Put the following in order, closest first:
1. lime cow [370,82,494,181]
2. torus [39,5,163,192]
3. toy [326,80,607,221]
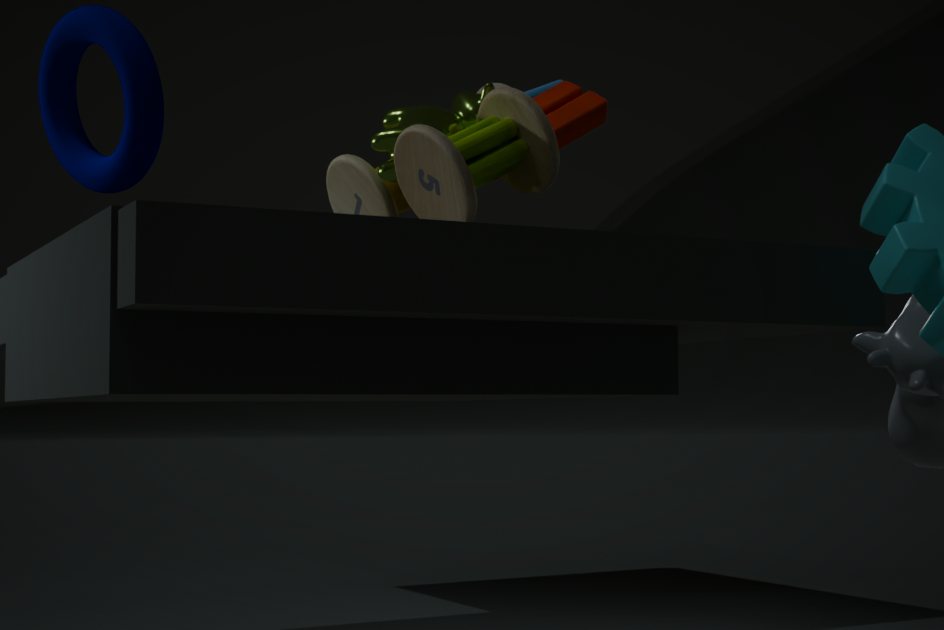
torus [39,5,163,192] → toy [326,80,607,221] → lime cow [370,82,494,181]
